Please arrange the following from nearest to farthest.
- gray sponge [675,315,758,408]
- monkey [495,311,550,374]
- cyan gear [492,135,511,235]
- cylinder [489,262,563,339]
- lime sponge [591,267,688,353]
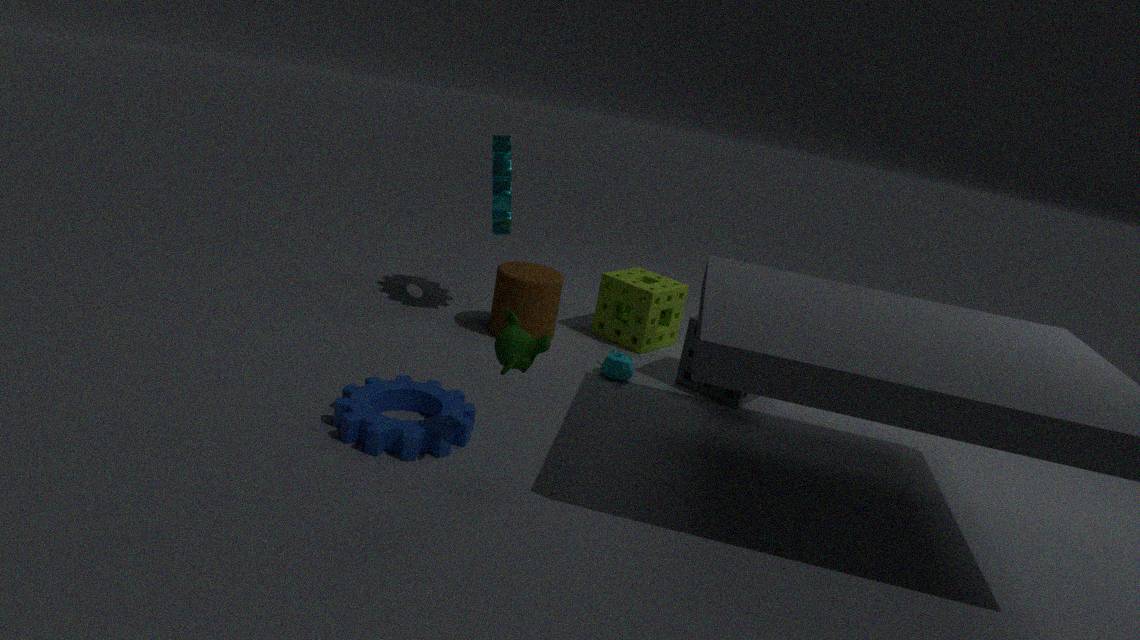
monkey [495,311,550,374] → gray sponge [675,315,758,408] → cyan gear [492,135,511,235] → cylinder [489,262,563,339] → lime sponge [591,267,688,353]
